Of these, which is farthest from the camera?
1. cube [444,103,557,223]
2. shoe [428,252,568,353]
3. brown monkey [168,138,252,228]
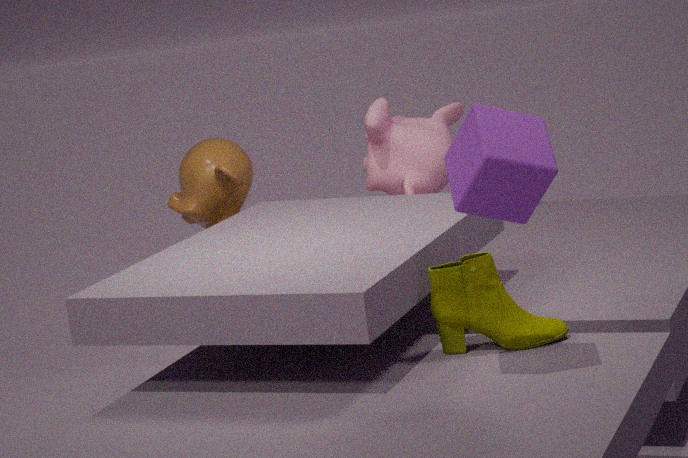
brown monkey [168,138,252,228]
